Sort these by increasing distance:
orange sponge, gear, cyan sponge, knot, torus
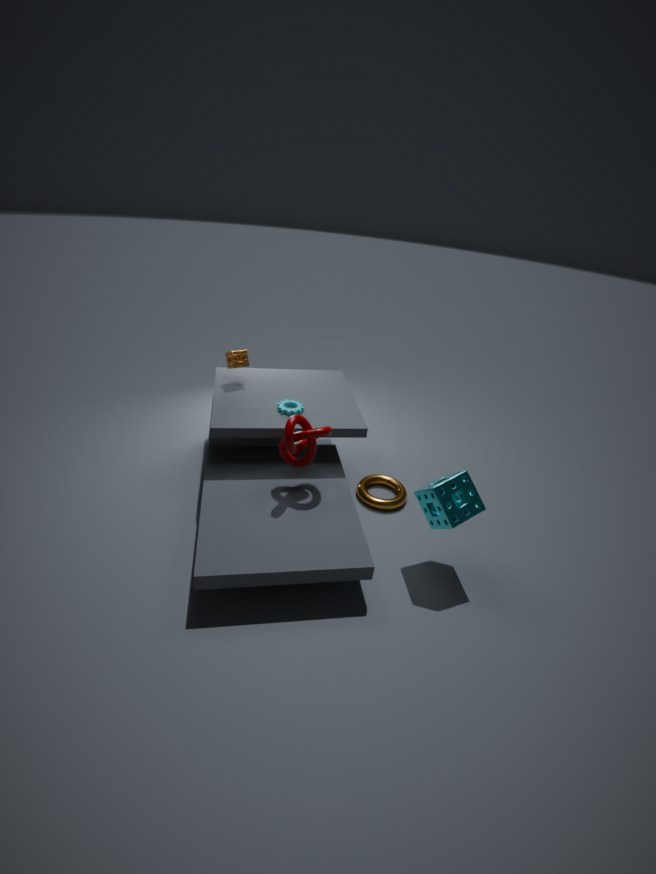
cyan sponge → knot → gear → torus → orange sponge
